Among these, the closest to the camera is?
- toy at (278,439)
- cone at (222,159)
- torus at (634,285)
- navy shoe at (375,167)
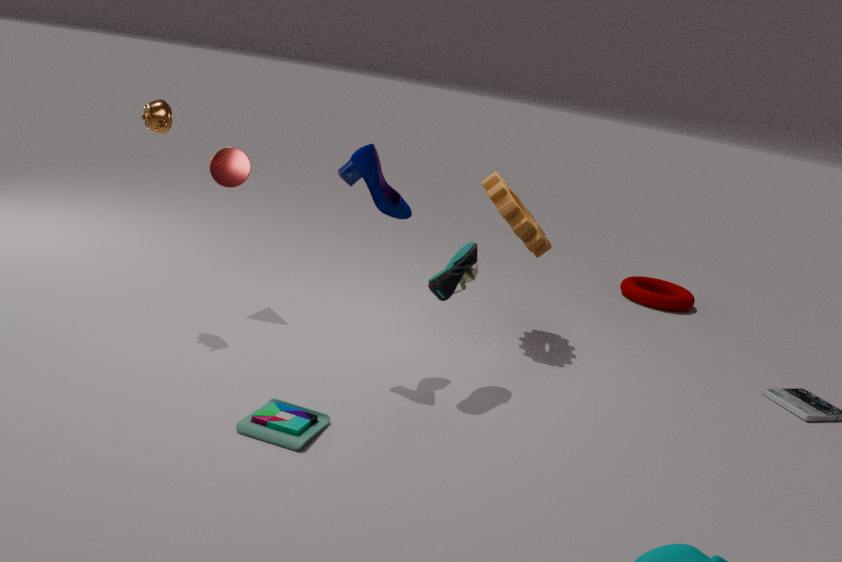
toy at (278,439)
